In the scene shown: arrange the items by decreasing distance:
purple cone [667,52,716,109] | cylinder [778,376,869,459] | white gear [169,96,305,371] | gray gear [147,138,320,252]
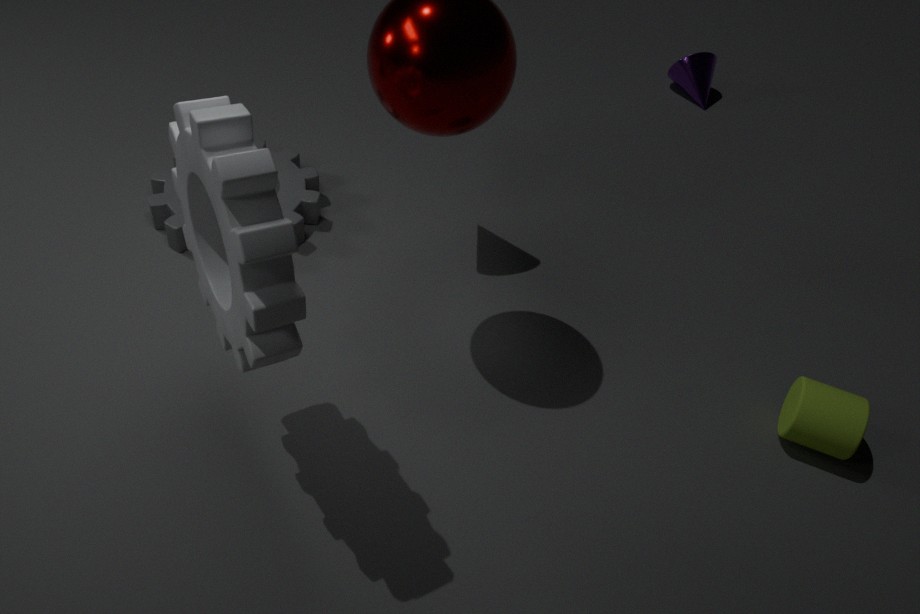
purple cone [667,52,716,109] → gray gear [147,138,320,252] → cylinder [778,376,869,459] → white gear [169,96,305,371]
